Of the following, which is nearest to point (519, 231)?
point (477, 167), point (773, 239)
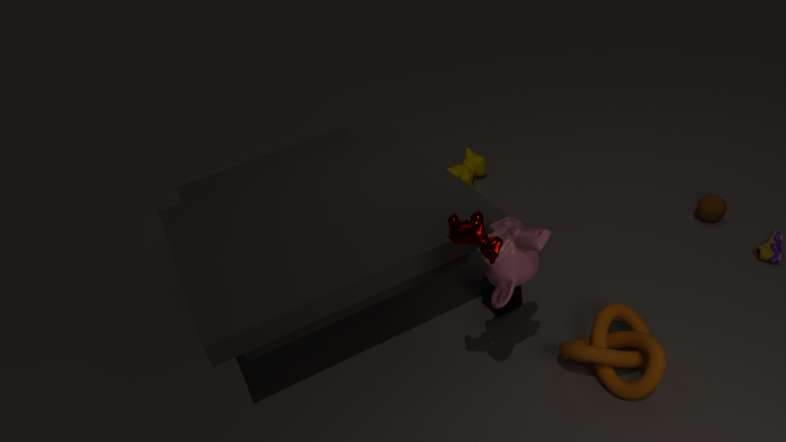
point (773, 239)
